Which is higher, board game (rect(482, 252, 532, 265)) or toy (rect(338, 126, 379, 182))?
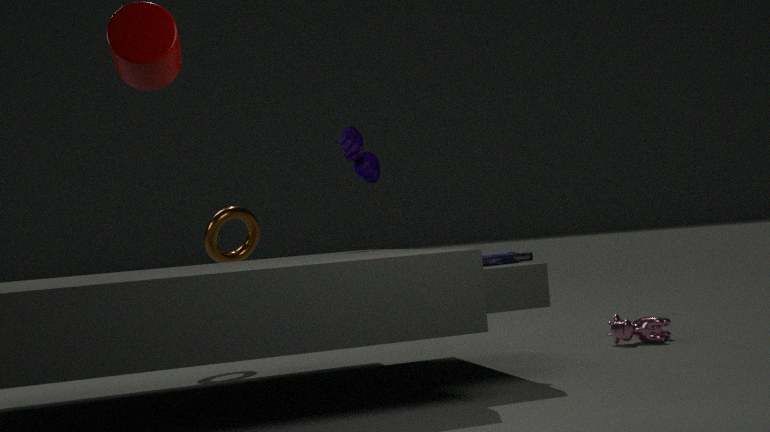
toy (rect(338, 126, 379, 182))
